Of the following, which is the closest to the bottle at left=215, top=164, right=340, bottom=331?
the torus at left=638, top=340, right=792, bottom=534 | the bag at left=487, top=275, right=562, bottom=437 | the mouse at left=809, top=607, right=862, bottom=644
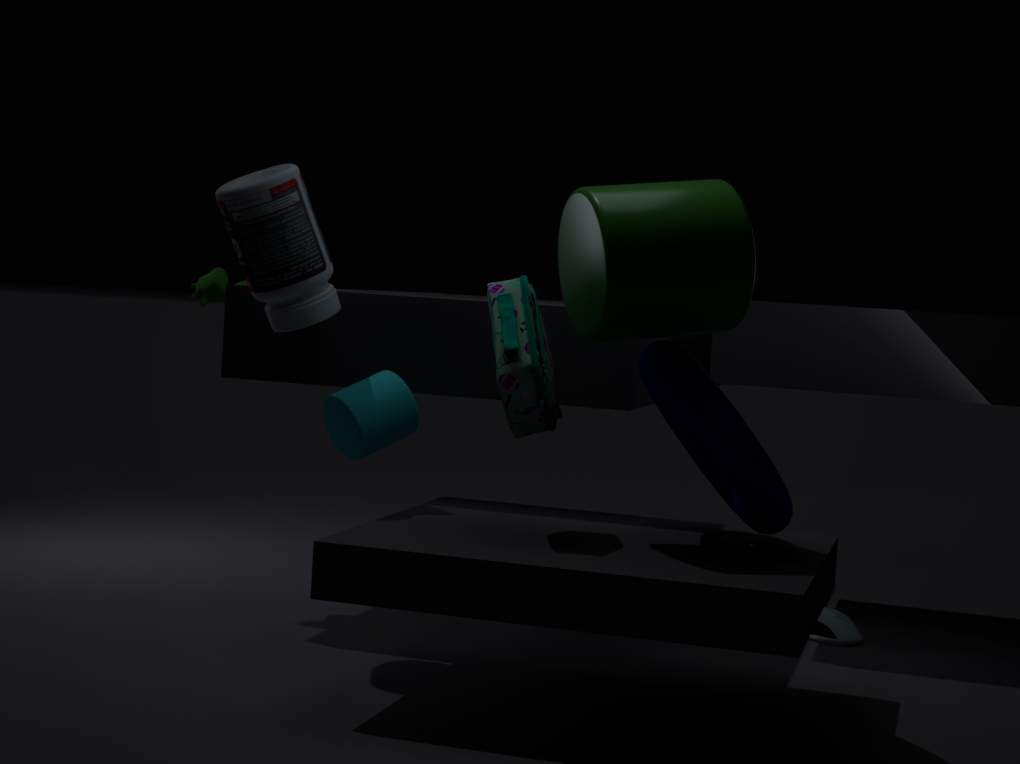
the bag at left=487, top=275, right=562, bottom=437
